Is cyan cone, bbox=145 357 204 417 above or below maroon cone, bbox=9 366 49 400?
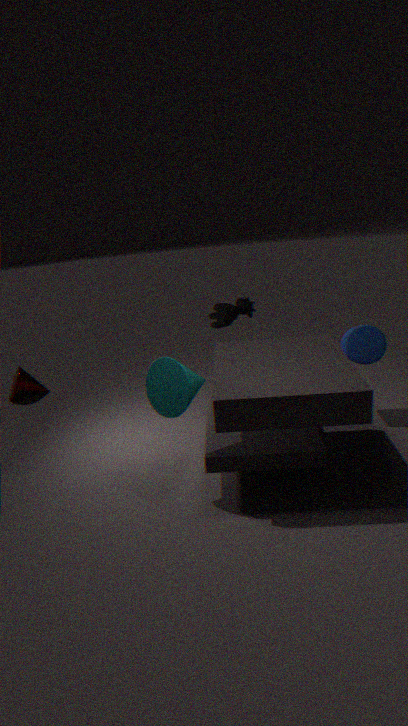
above
